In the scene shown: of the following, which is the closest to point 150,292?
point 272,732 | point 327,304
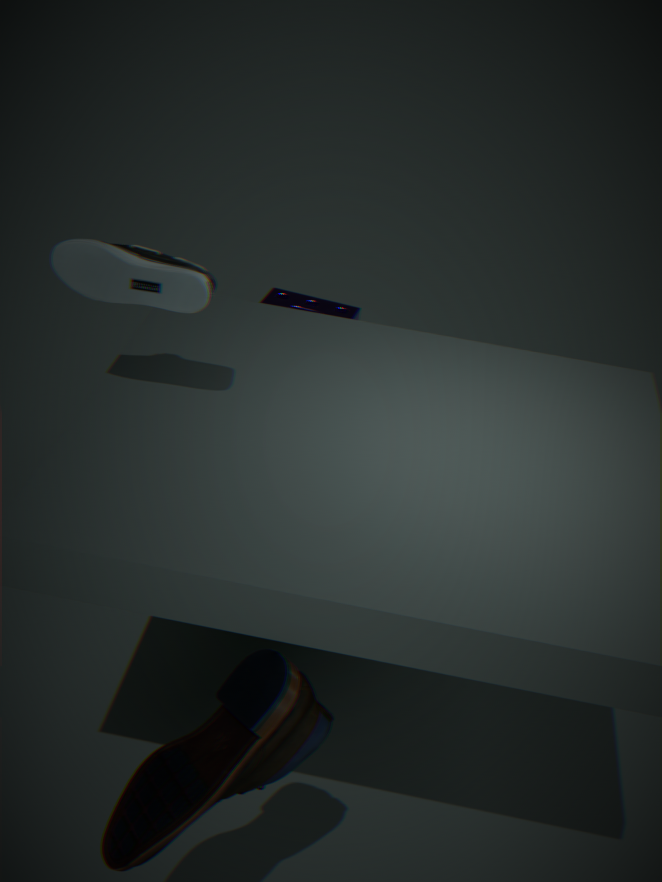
point 272,732
